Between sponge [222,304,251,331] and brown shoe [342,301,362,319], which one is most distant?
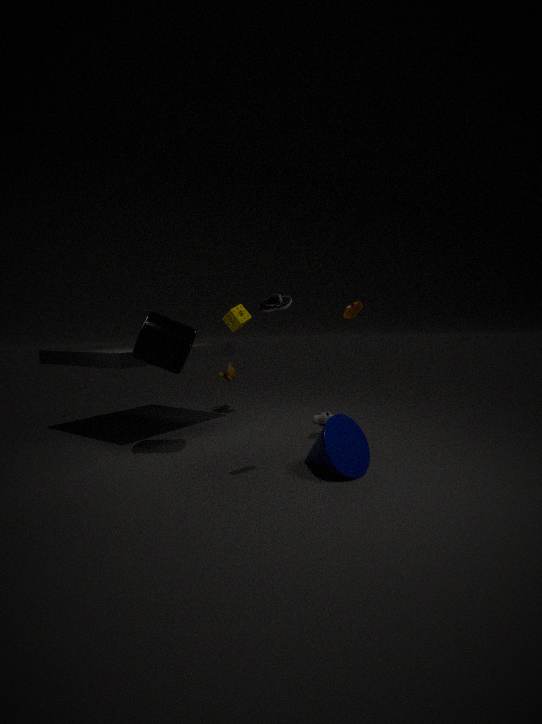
sponge [222,304,251,331]
